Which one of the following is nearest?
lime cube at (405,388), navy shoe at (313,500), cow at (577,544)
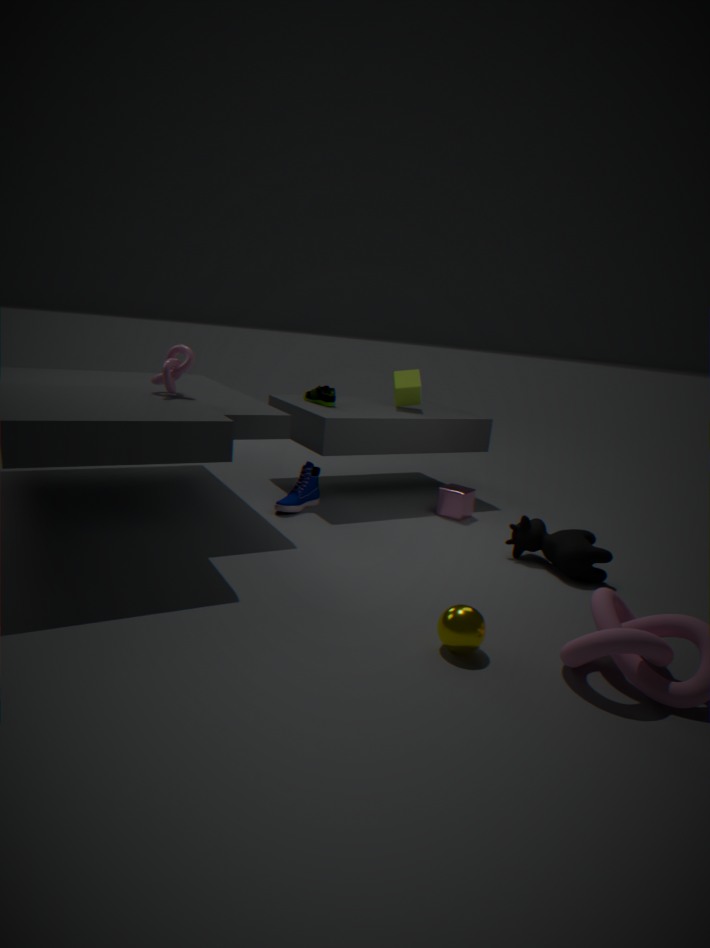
cow at (577,544)
